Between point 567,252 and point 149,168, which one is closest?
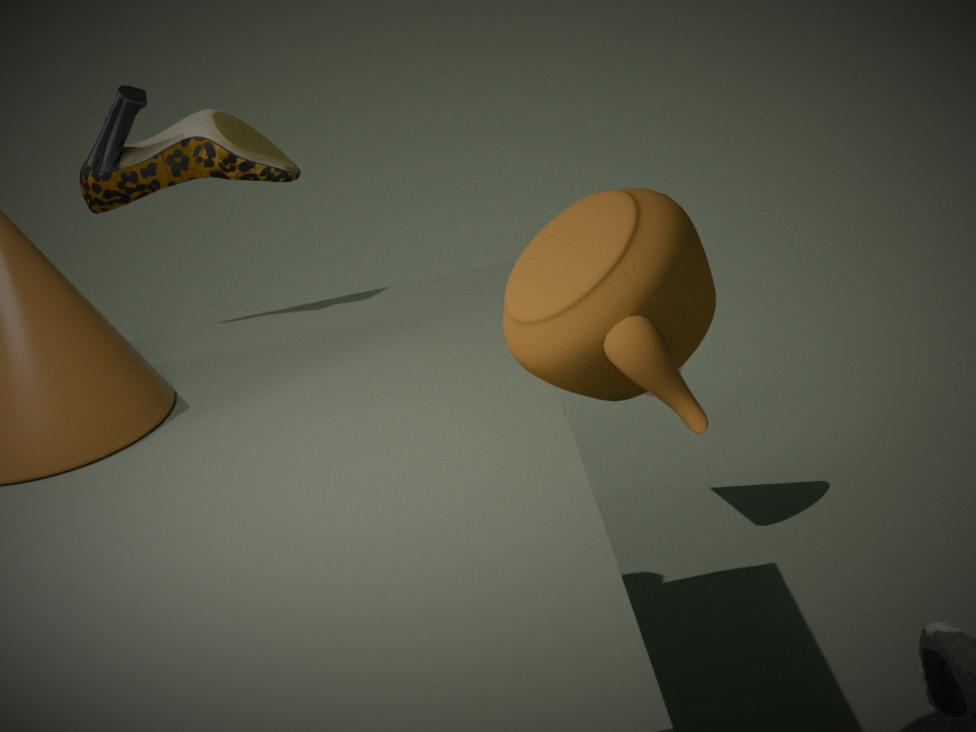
point 567,252
